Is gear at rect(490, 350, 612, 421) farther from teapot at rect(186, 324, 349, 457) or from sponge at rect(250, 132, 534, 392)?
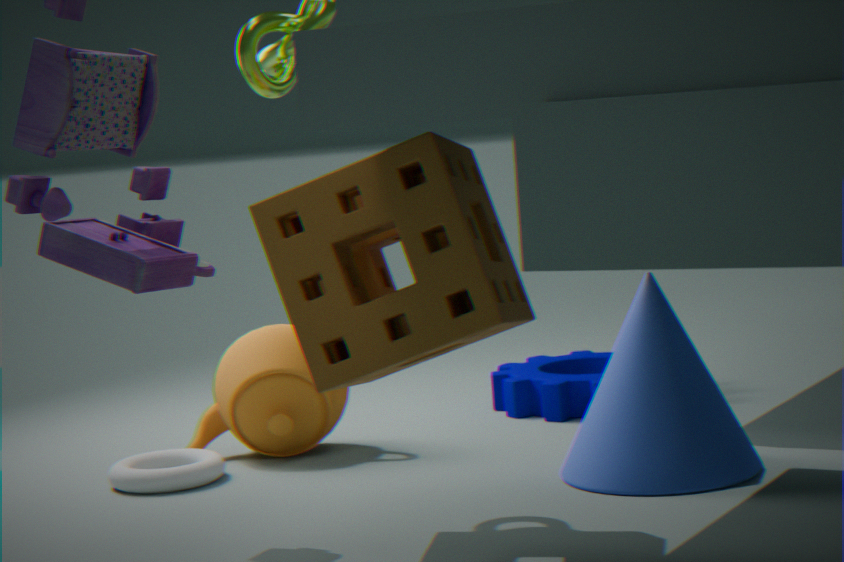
sponge at rect(250, 132, 534, 392)
